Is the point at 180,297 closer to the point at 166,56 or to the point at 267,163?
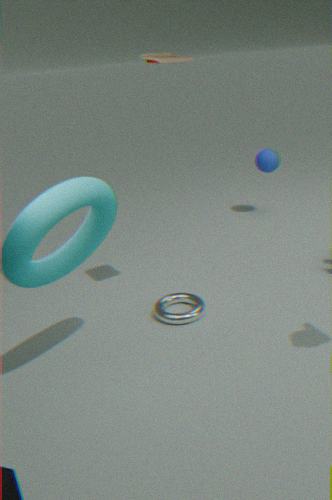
the point at 166,56
